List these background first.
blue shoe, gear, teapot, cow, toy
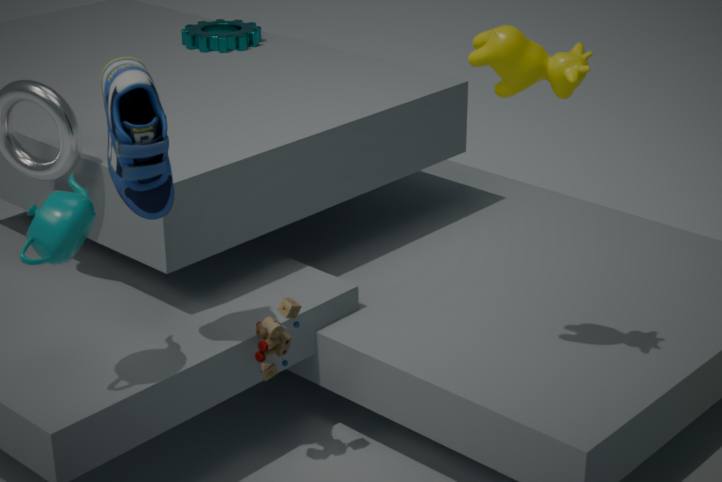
gear, toy, blue shoe, cow, teapot
